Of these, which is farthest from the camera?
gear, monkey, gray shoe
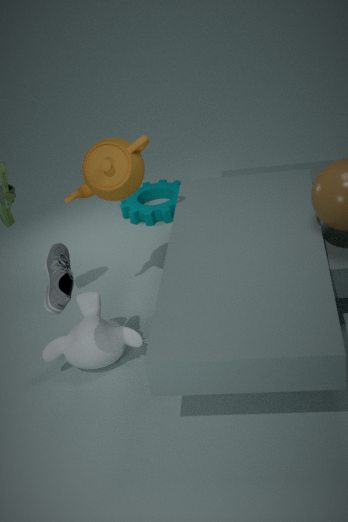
gear
